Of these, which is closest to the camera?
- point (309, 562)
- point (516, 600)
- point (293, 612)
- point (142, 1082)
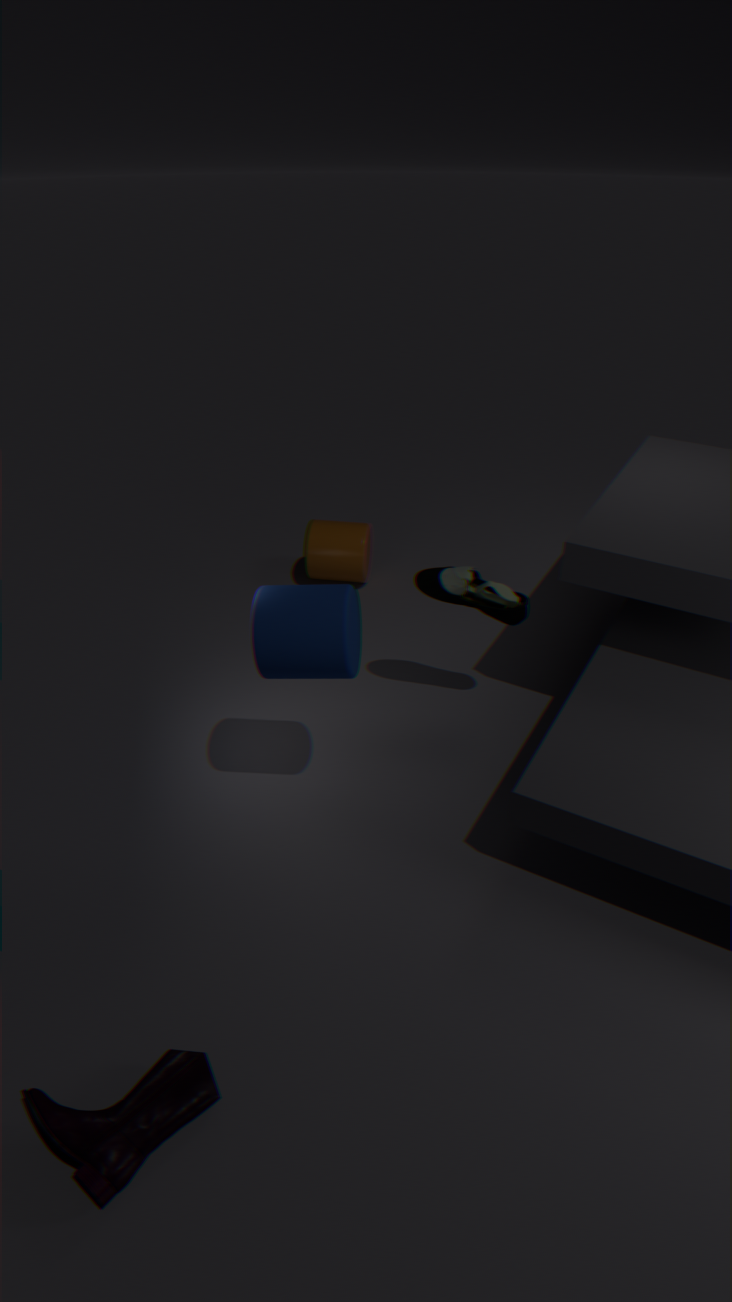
point (142, 1082)
